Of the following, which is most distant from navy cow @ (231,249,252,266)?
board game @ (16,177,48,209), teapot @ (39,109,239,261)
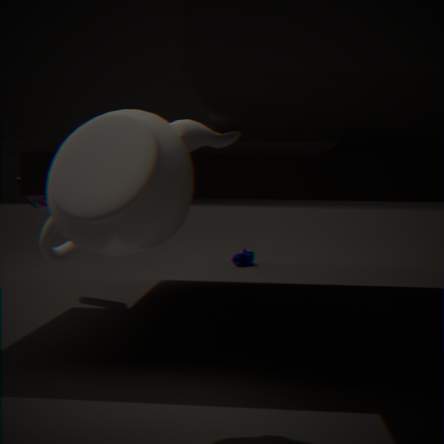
teapot @ (39,109,239,261)
